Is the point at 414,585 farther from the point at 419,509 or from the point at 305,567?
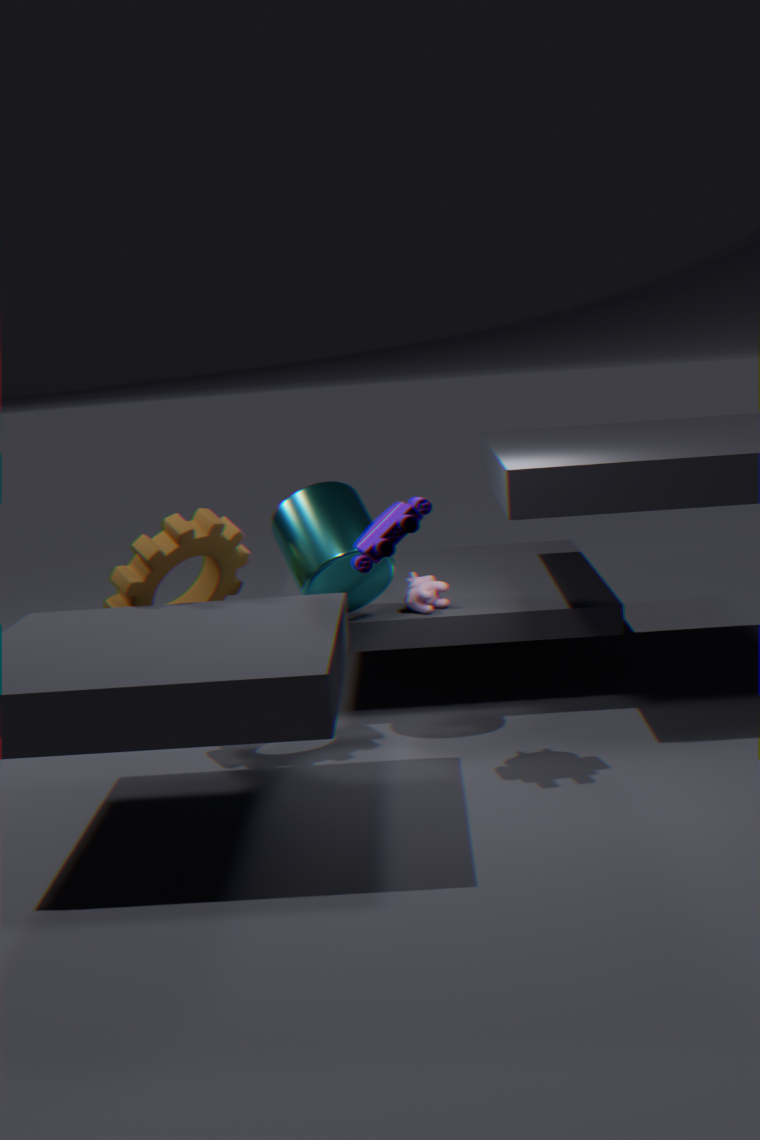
the point at 419,509
